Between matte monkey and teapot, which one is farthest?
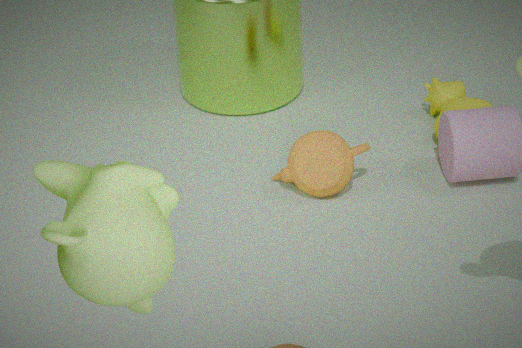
teapot
